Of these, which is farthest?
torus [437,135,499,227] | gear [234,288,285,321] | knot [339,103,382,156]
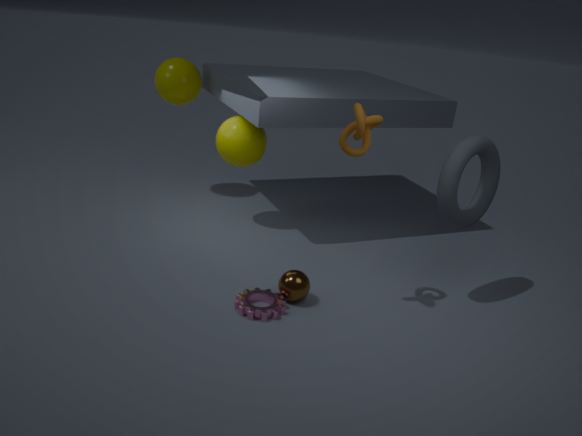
torus [437,135,499,227]
